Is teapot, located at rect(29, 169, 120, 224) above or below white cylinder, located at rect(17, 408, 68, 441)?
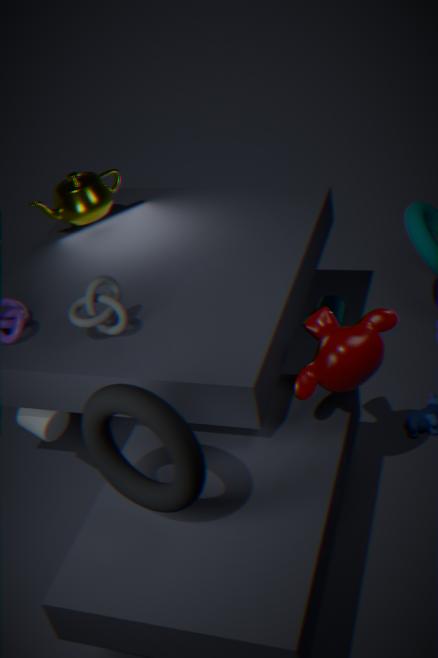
above
